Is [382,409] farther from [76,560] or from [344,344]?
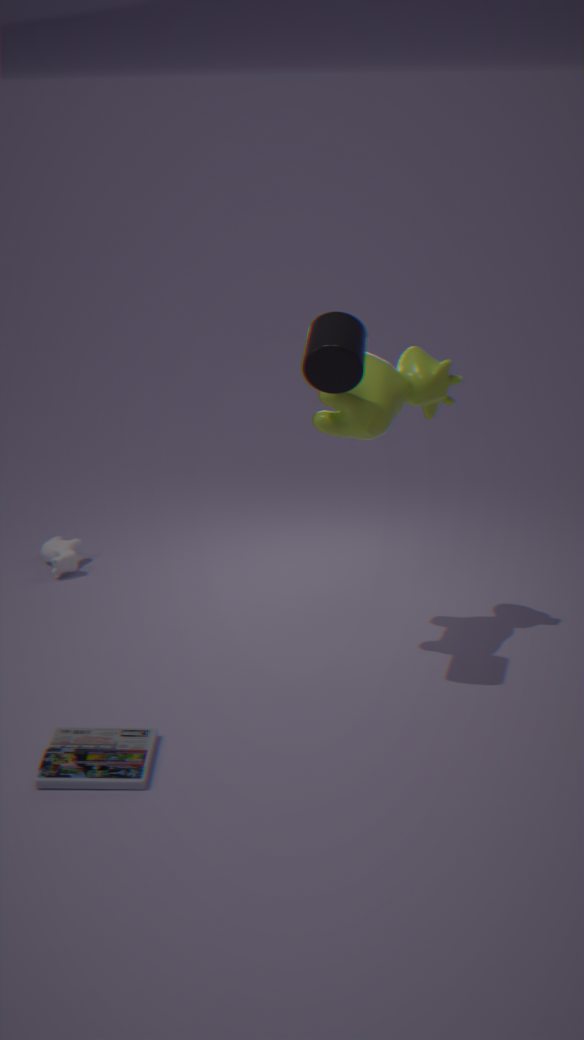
[76,560]
